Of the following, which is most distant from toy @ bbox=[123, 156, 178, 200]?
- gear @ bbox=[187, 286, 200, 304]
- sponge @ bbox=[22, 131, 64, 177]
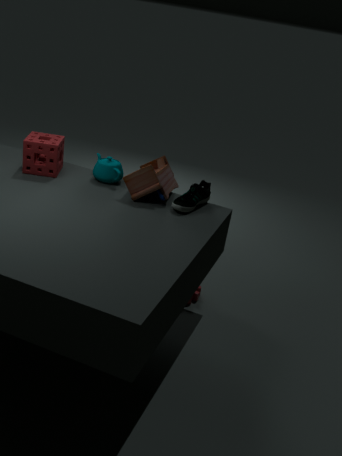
gear @ bbox=[187, 286, 200, 304]
